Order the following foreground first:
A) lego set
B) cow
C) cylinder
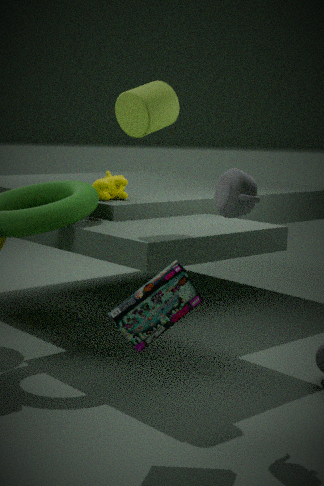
1. lego set
2. cylinder
3. cow
